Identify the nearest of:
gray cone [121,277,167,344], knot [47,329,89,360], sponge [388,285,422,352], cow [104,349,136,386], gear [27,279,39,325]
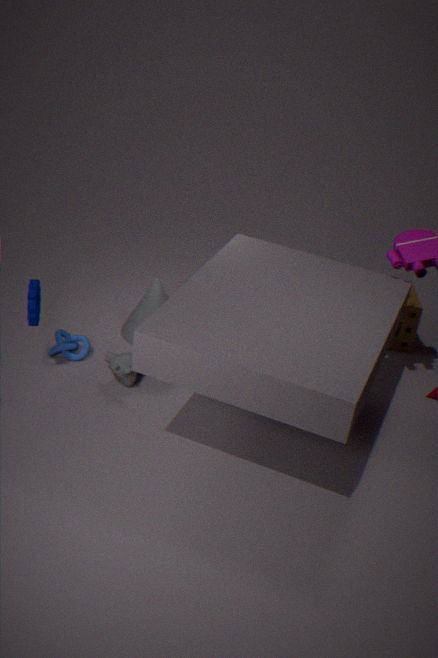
gear [27,279,39,325]
